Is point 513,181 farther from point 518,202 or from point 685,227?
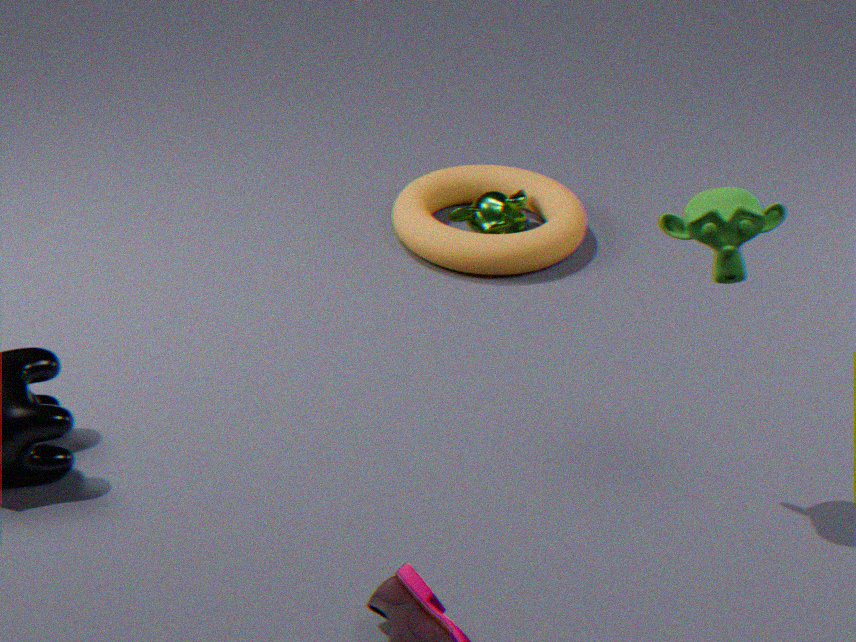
point 685,227
